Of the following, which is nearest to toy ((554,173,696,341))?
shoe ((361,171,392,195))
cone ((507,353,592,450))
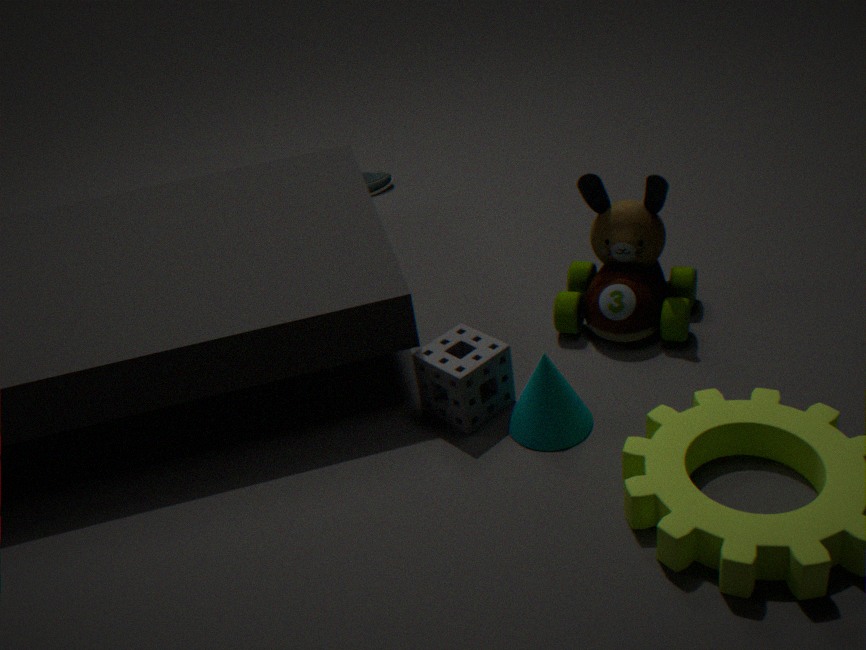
cone ((507,353,592,450))
